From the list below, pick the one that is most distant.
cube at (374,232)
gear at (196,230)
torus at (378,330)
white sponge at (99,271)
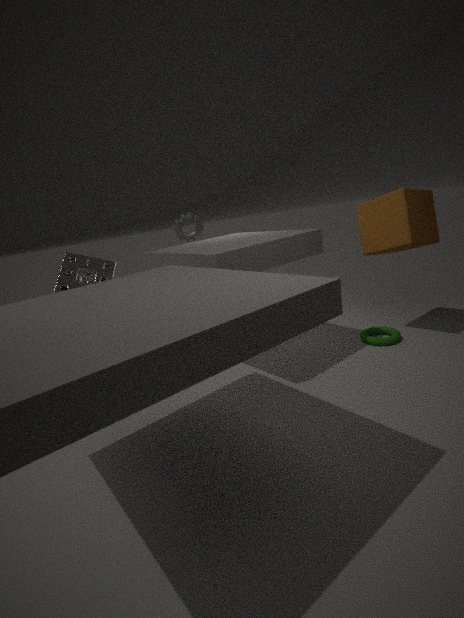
gear at (196,230)
